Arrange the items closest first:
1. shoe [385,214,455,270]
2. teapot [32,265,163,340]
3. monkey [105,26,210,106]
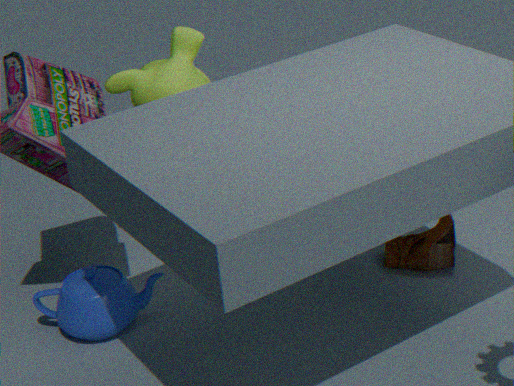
1. teapot [32,265,163,340]
2. monkey [105,26,210,106]
3. shoe [385,214,455,270]
